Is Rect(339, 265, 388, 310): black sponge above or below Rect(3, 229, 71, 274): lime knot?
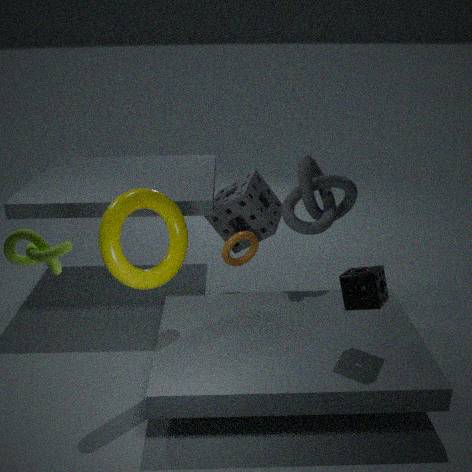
below
